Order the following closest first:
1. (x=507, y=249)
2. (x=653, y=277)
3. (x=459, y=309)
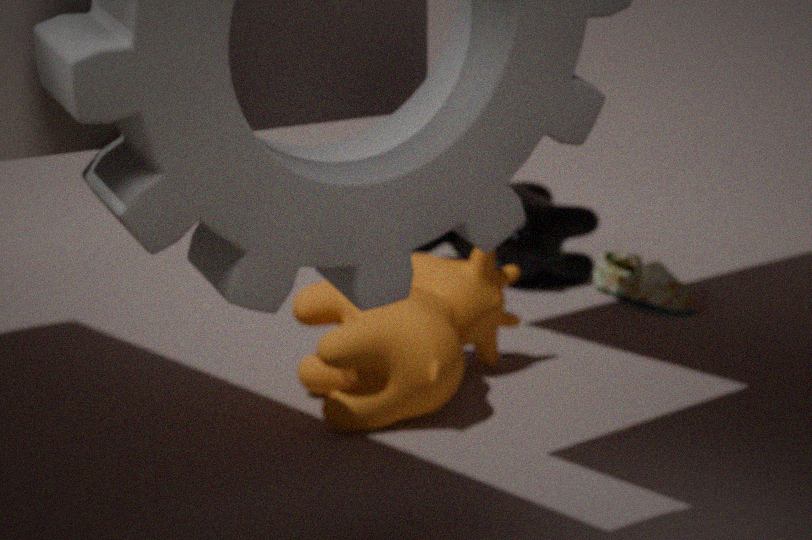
(x=459, y=309), (x=653, y=277), (x=507, y=249)
